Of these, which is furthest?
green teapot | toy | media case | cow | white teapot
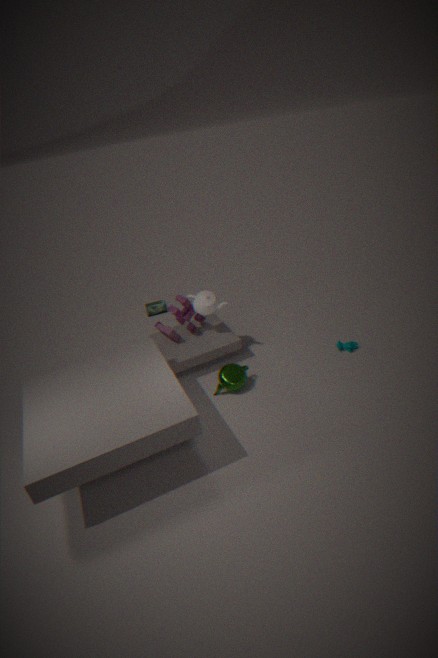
media case
